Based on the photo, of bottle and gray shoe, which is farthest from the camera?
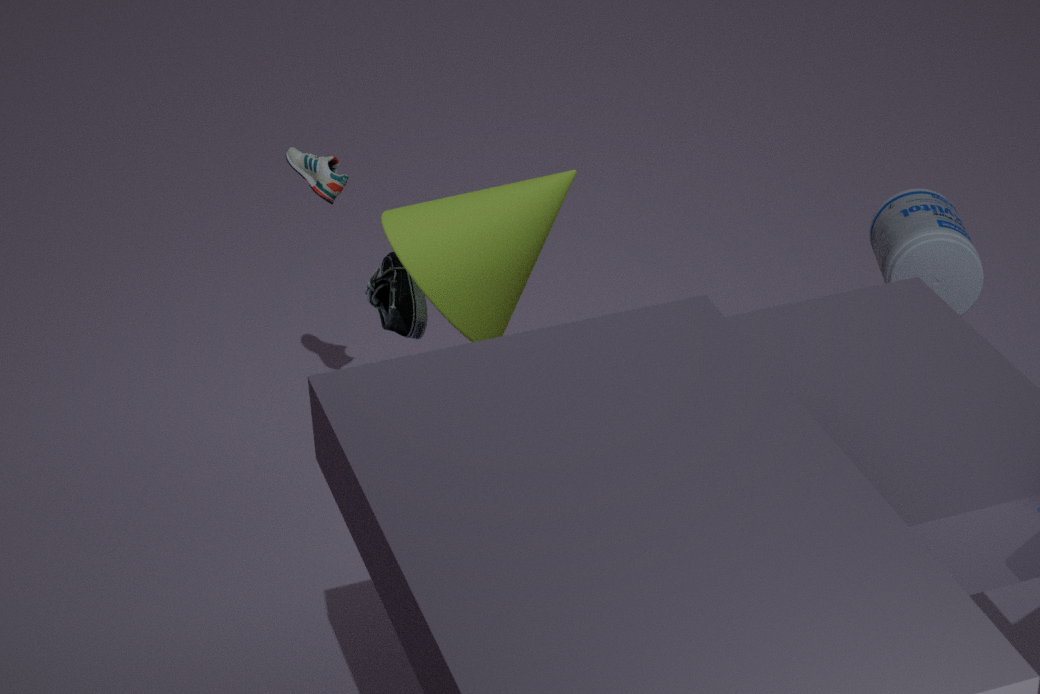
gray shoe
